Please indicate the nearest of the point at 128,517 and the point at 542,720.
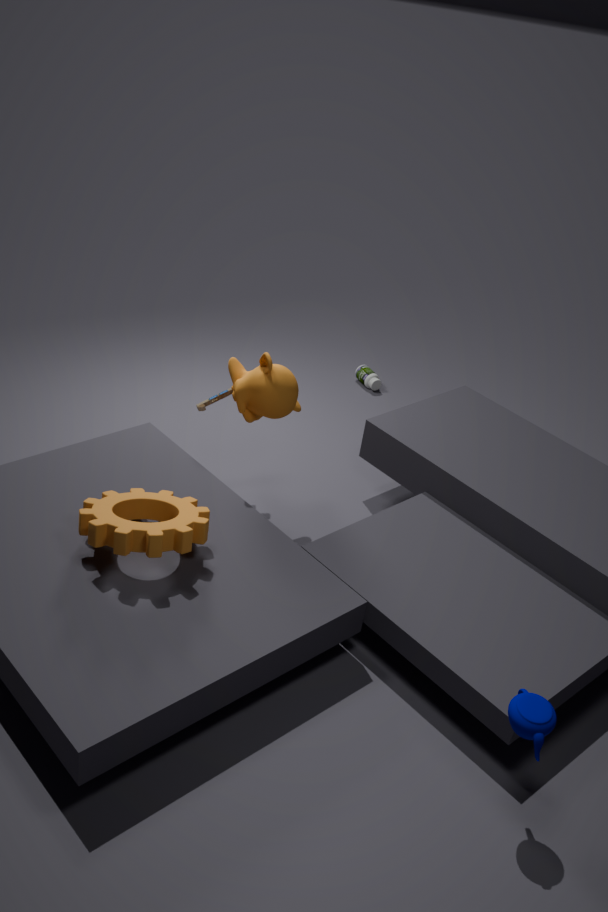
the point at 542,720
